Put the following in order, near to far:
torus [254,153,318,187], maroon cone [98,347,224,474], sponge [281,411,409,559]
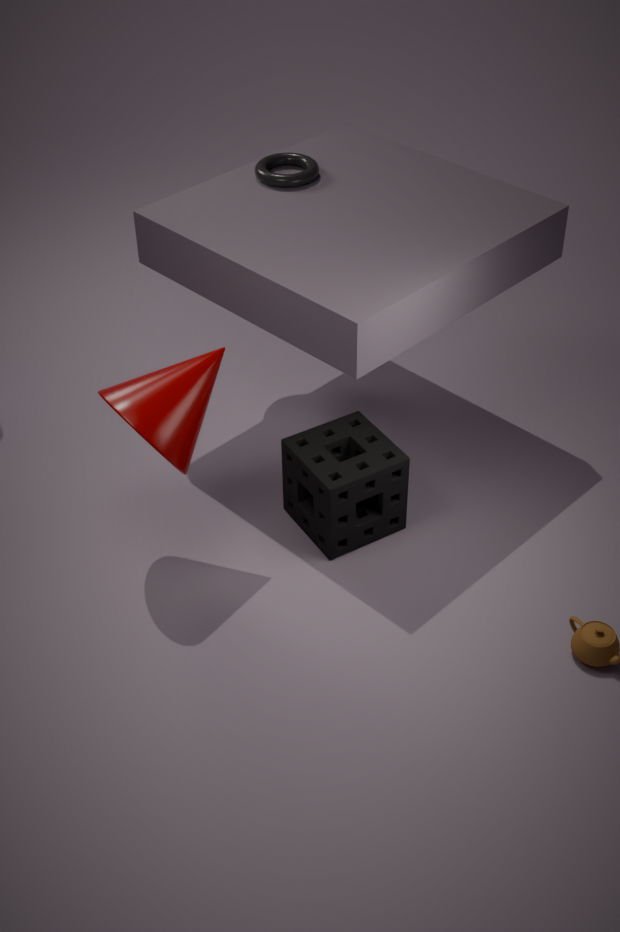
maroon cone [98,347,224,474]
sponge [281,411,409,559]
torus [254,153,318,187]
